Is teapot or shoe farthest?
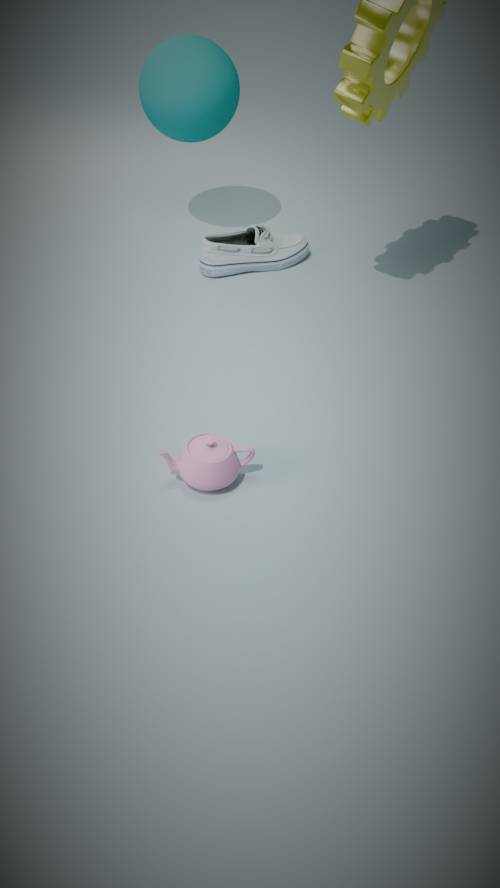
shoe
